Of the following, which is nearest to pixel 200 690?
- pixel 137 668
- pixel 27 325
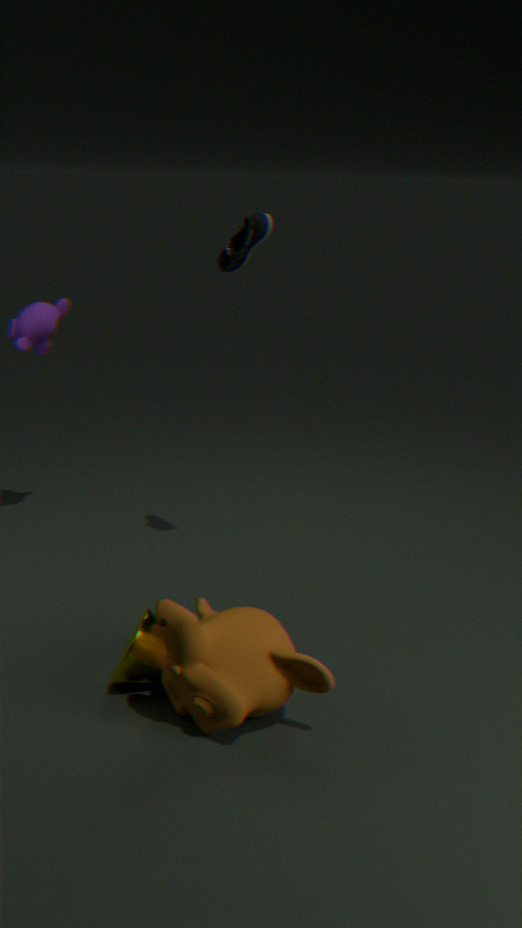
pixel 137 668
